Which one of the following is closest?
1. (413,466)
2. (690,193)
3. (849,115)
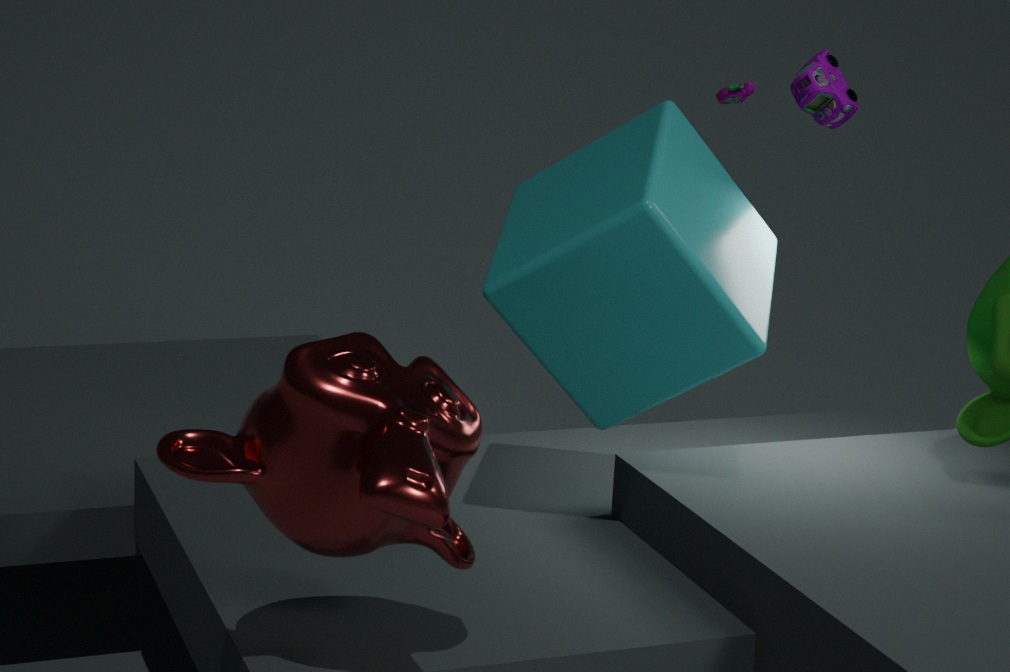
(413,466)
